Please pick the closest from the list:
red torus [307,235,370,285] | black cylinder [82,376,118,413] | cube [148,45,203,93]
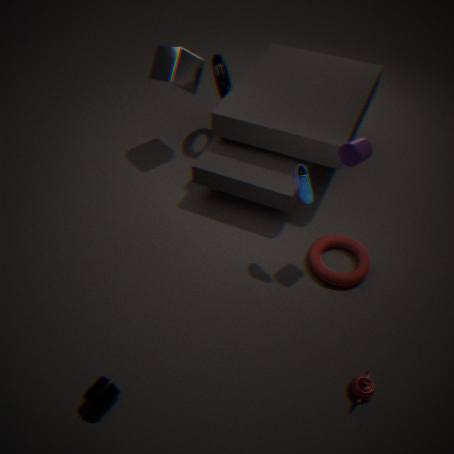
black cylinder [82,376,118,413]
